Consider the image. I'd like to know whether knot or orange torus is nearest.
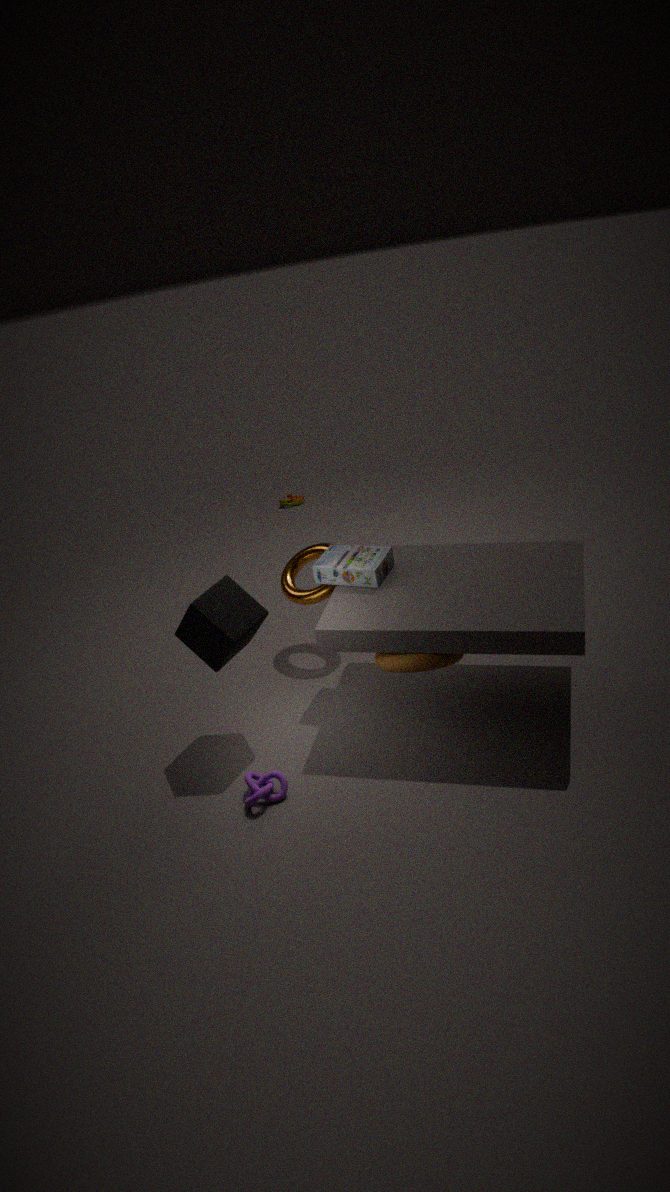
knot
